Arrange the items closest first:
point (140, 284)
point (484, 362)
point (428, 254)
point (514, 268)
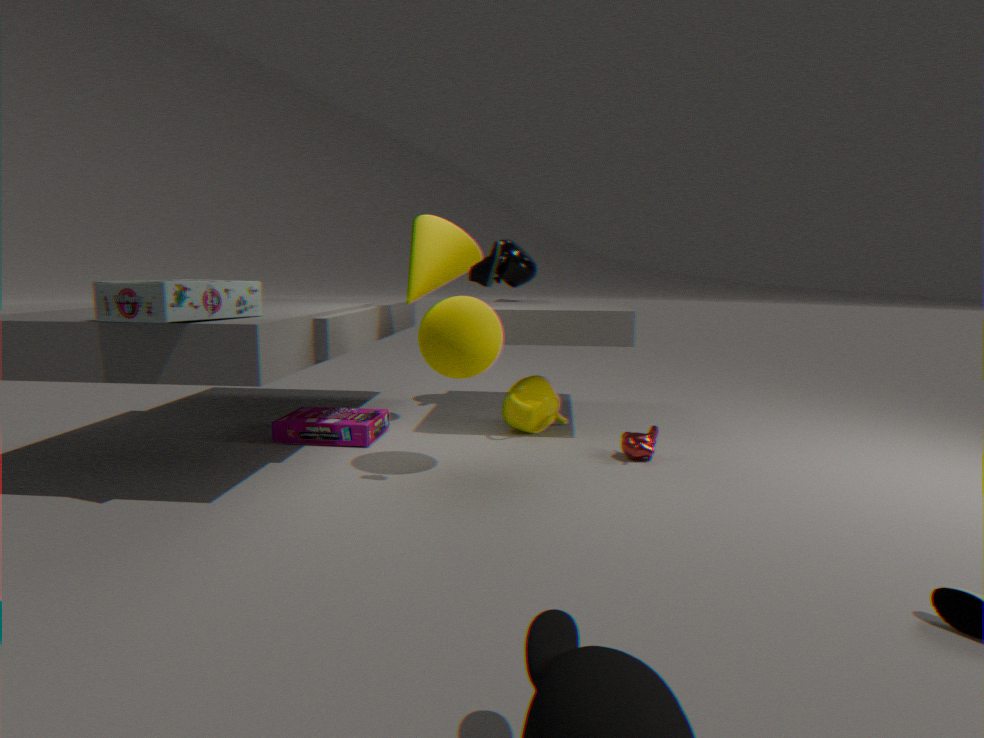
point (140, 284), point (484, 362), point (428, 254), point (514, 268)
